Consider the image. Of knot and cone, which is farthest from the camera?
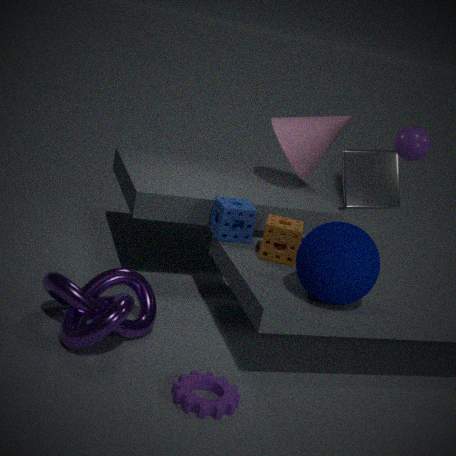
cone
